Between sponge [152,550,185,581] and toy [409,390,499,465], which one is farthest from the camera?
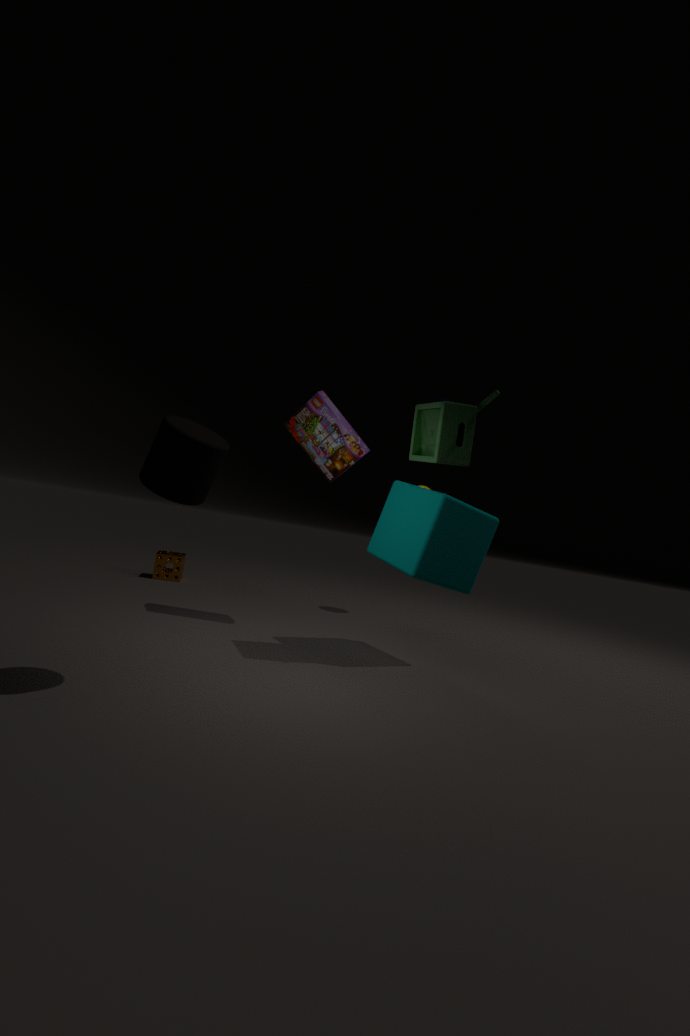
sponge [152,550,185,581]
